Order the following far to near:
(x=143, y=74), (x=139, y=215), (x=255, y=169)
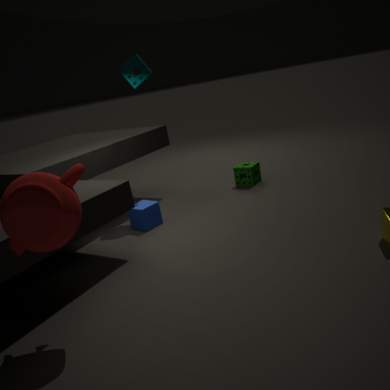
(x=255, y=169) < (x=143, y=74) < (x=139, y=215)
